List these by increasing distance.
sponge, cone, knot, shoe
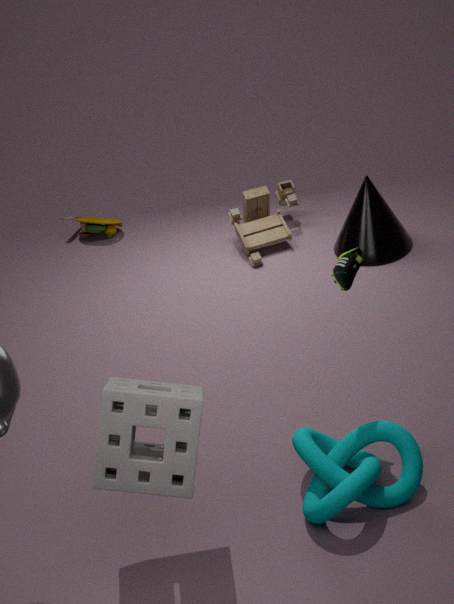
sponge
knot
shoe
cone
